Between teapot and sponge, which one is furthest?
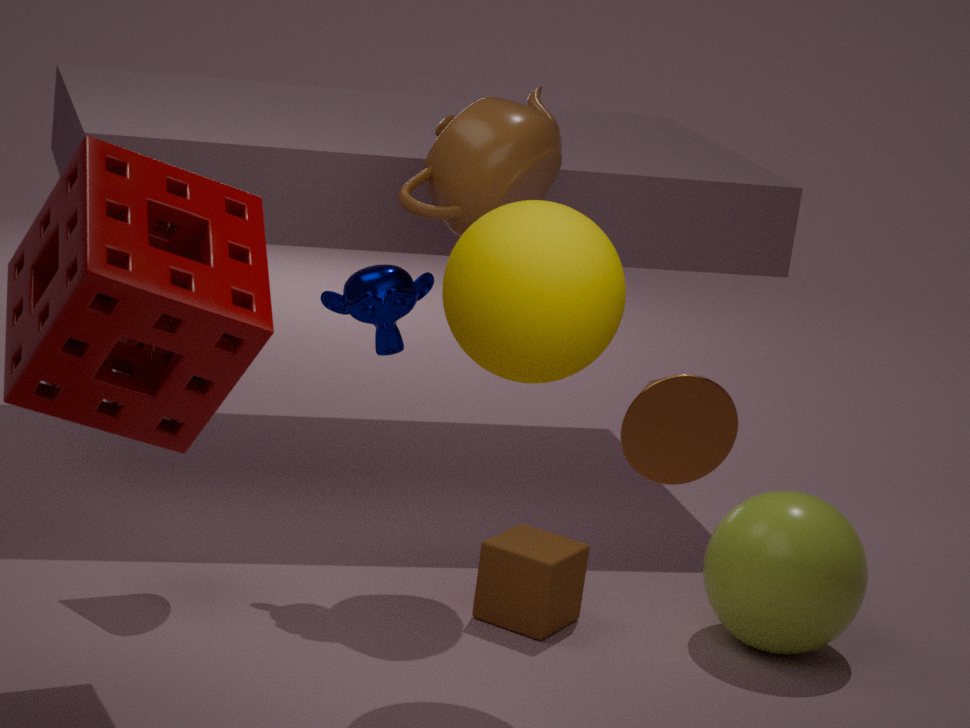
teapot
